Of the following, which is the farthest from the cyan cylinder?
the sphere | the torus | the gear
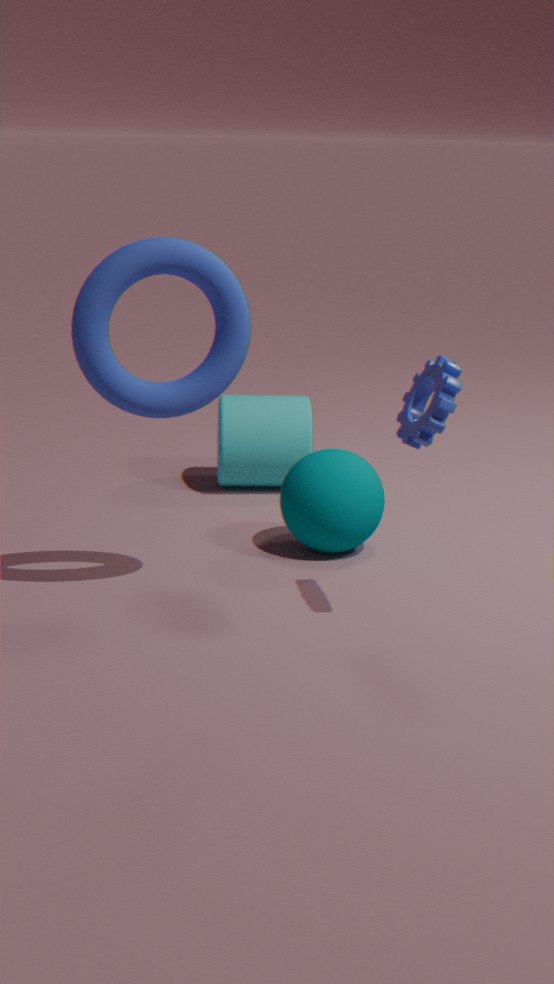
the gear
